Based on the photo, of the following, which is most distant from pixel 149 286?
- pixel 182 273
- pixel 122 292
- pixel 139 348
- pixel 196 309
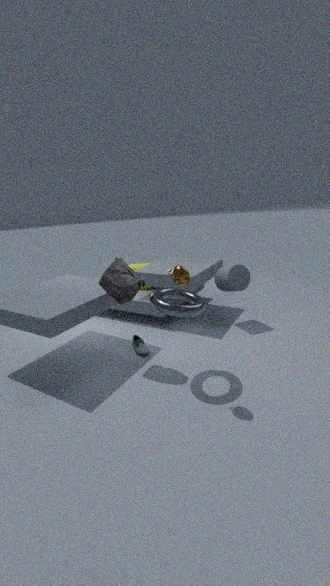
pixel 182 273
